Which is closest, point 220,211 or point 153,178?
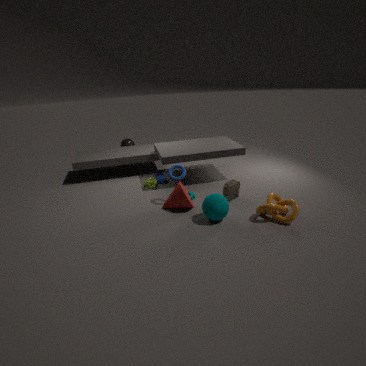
point 220,211
